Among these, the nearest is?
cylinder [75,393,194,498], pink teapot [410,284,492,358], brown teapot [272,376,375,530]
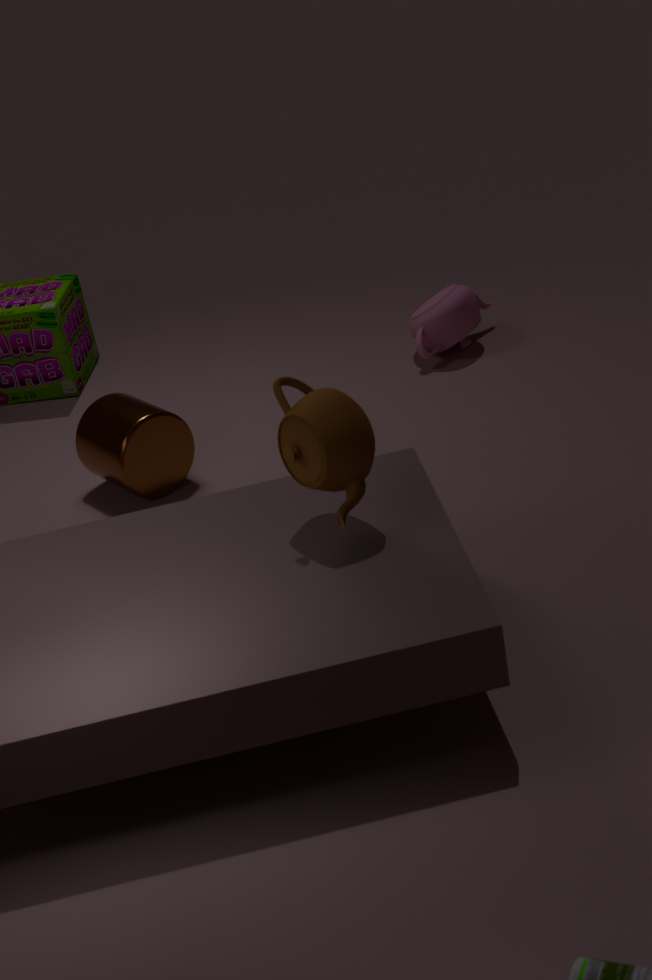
brown teapot [272,376,375,530]
